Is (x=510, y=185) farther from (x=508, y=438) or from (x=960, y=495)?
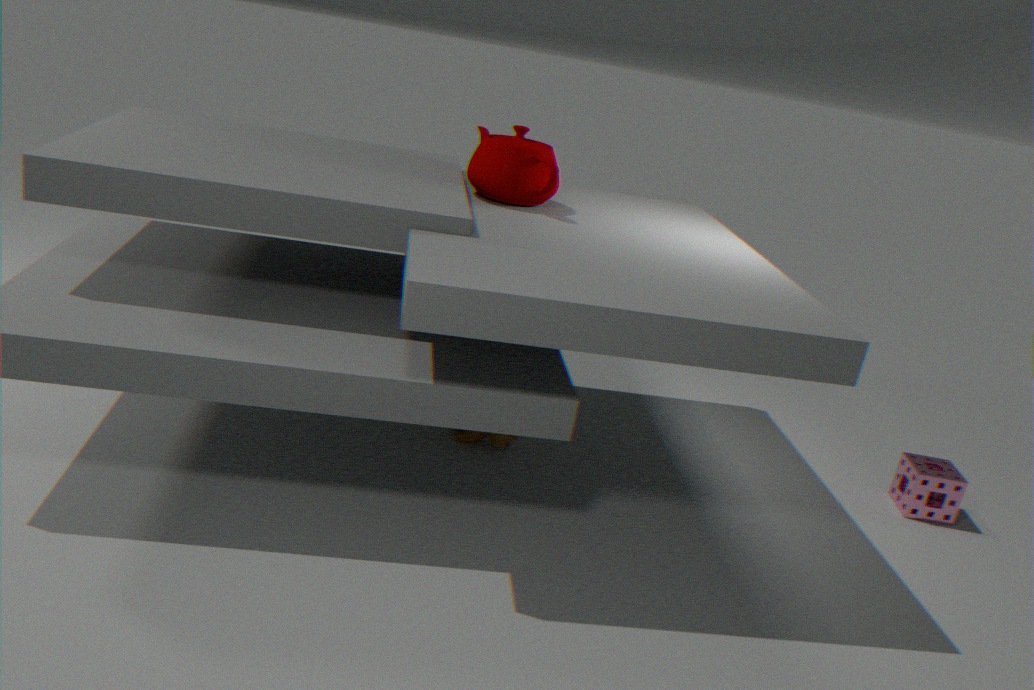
(x=960, y=495)
